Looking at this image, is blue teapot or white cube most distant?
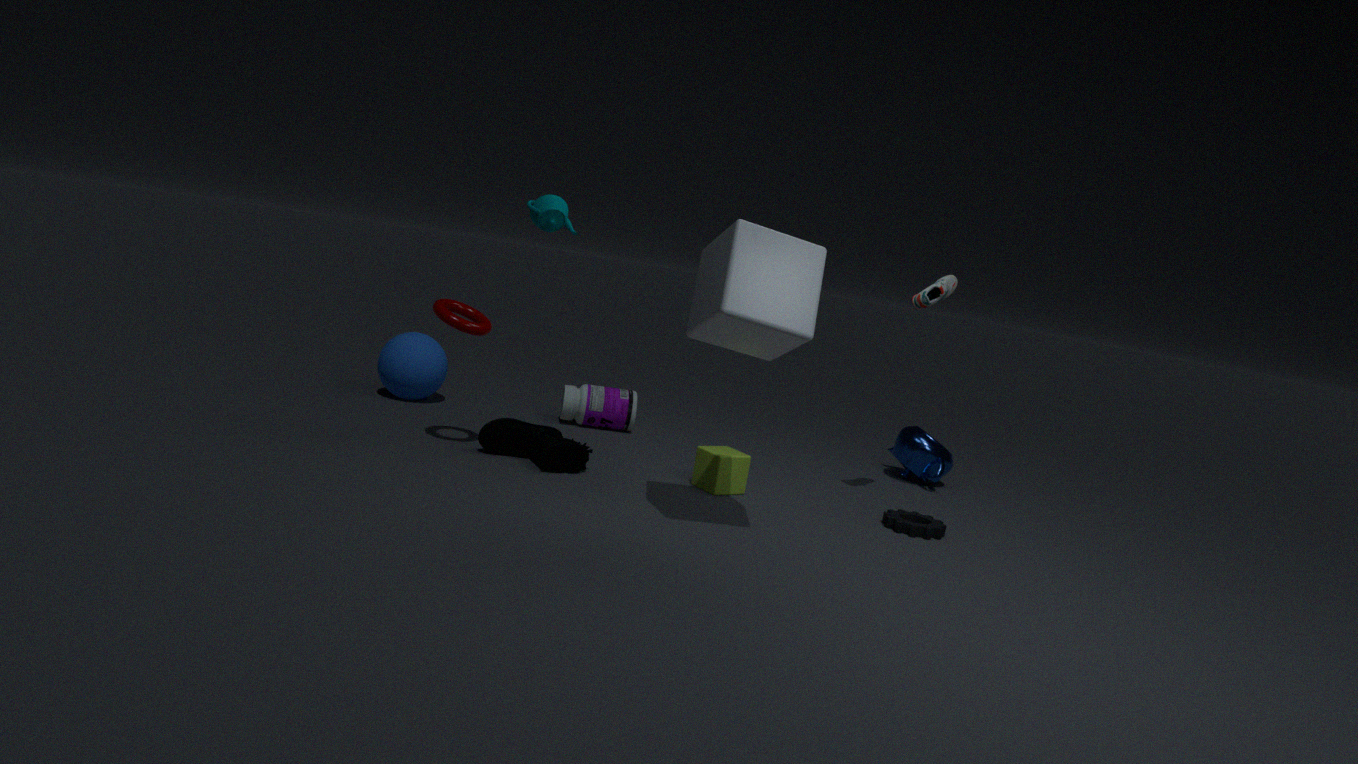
blue teapot
